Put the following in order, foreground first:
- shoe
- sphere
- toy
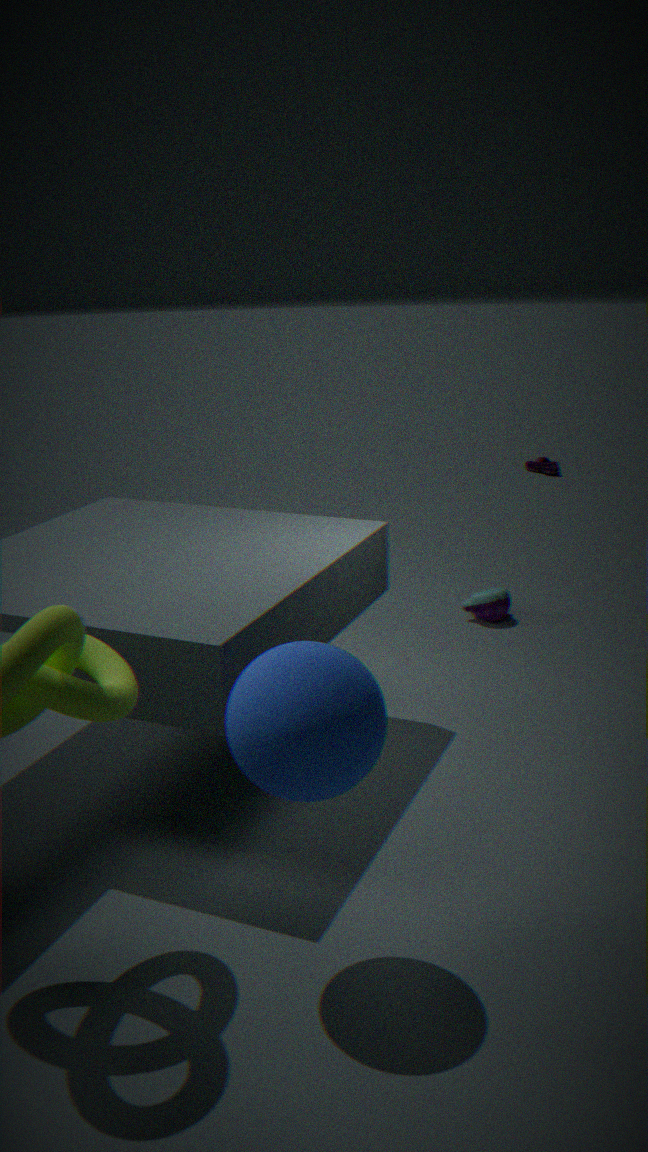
1. sphere
2. toy
3. shoe
